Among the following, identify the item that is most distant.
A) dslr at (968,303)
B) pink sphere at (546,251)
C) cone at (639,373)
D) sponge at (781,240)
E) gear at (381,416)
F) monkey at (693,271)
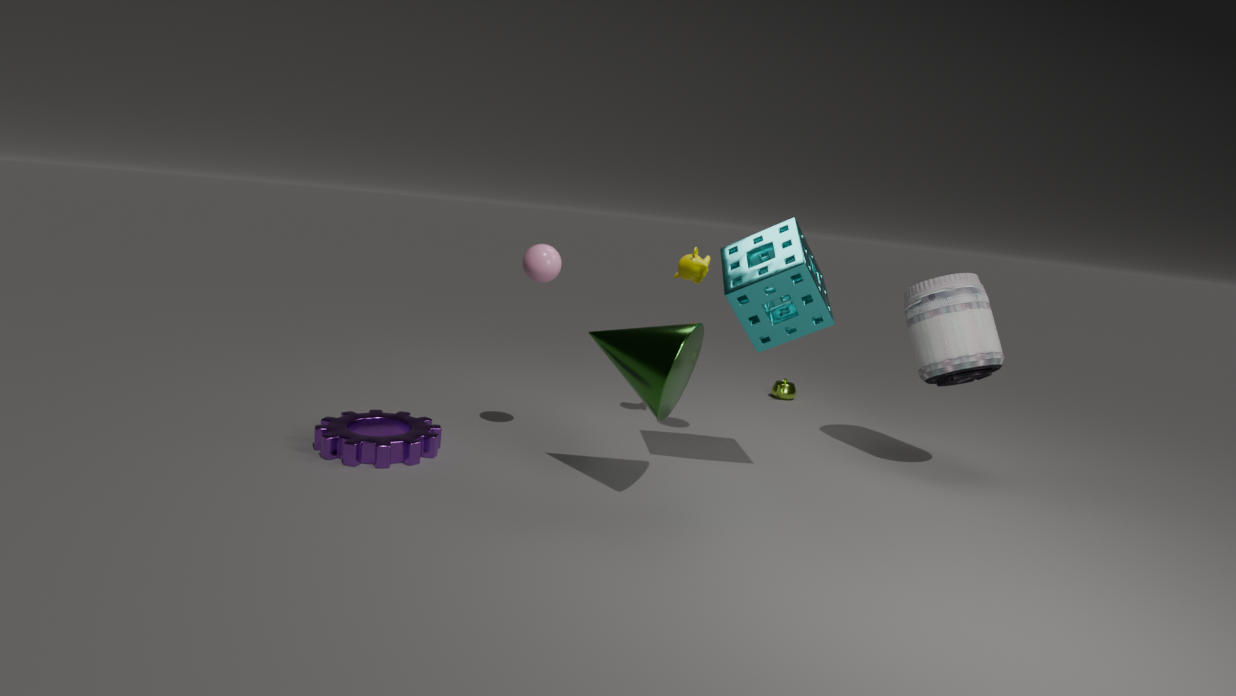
monkey at (693,271)
